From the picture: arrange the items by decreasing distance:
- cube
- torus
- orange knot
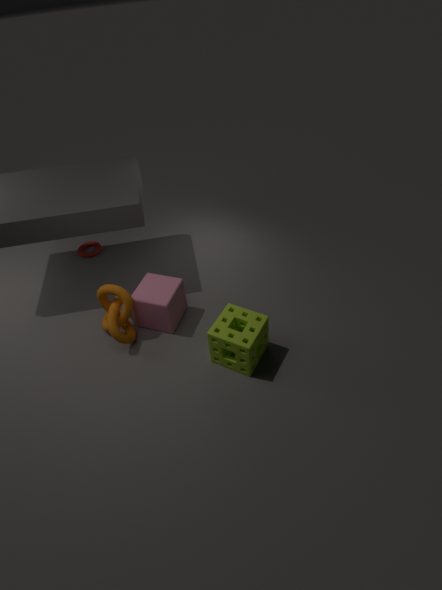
torus
cube
orange knot
